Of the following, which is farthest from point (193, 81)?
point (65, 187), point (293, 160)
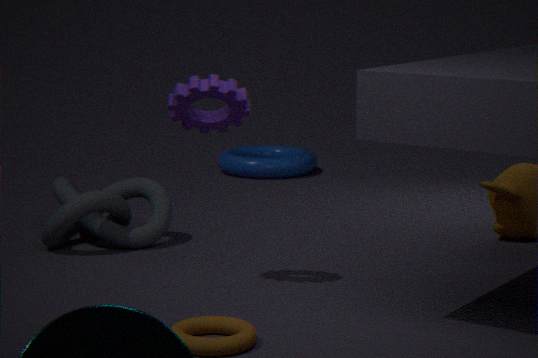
point (293, 160)
